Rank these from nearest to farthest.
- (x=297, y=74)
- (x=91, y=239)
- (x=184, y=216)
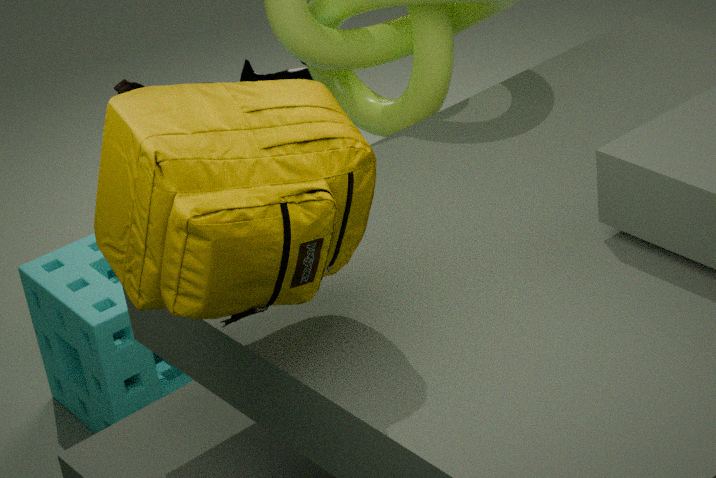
(x=184, y=216) < (x=297, y=74) < (x=91, y=239)
